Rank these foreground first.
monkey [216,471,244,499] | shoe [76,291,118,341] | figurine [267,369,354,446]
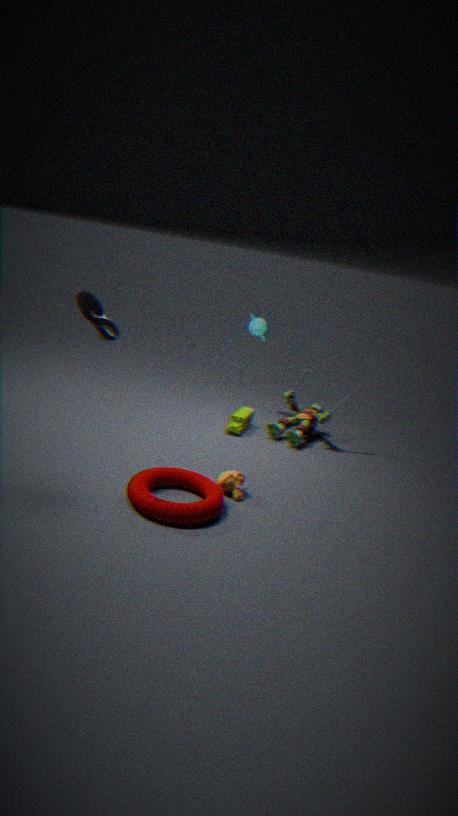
shoe [76,291,118,341], monkey [216,471,244,499], figurine [267,369,354,446]
